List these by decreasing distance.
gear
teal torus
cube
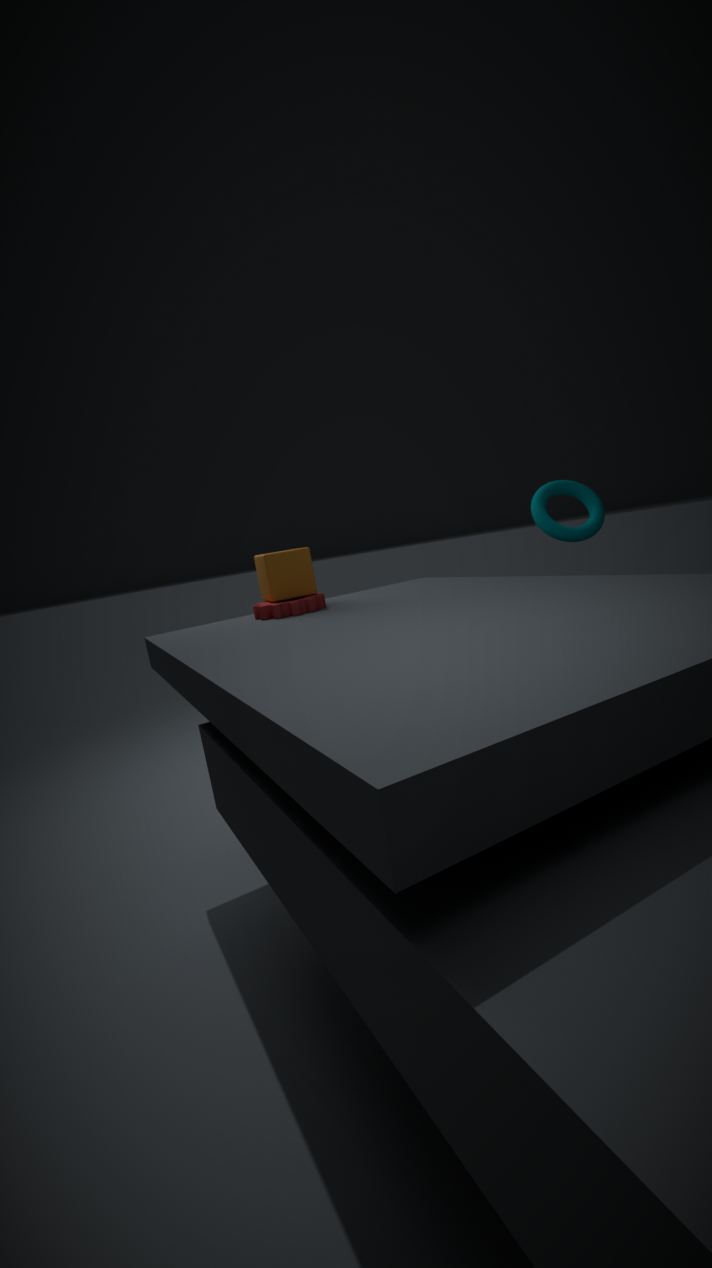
cube < teal torus < gear
